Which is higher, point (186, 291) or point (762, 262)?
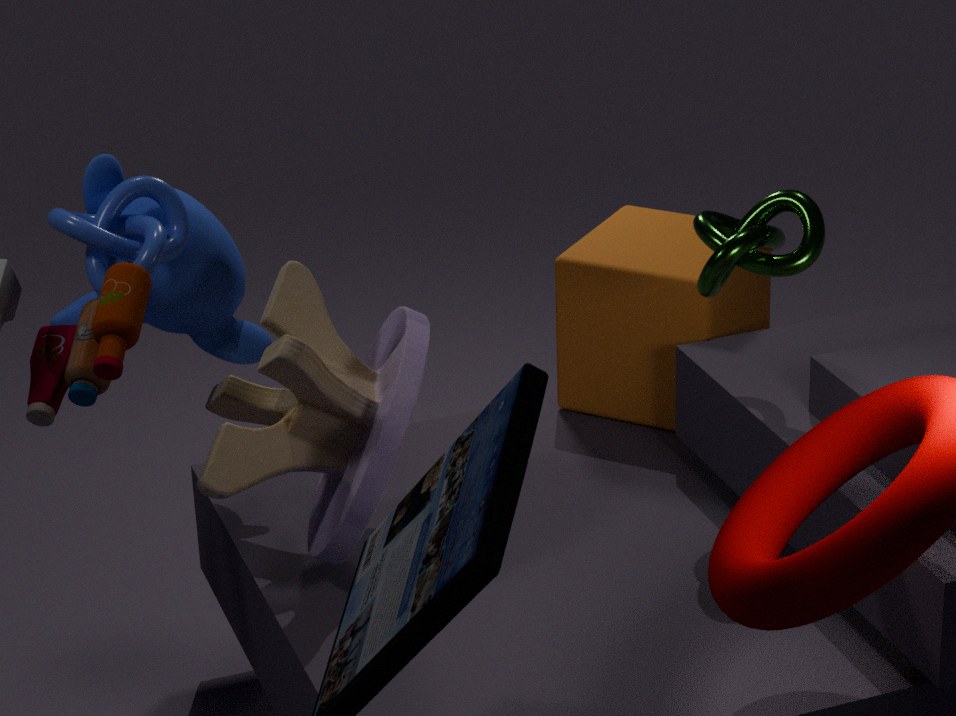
point (762, 262)
